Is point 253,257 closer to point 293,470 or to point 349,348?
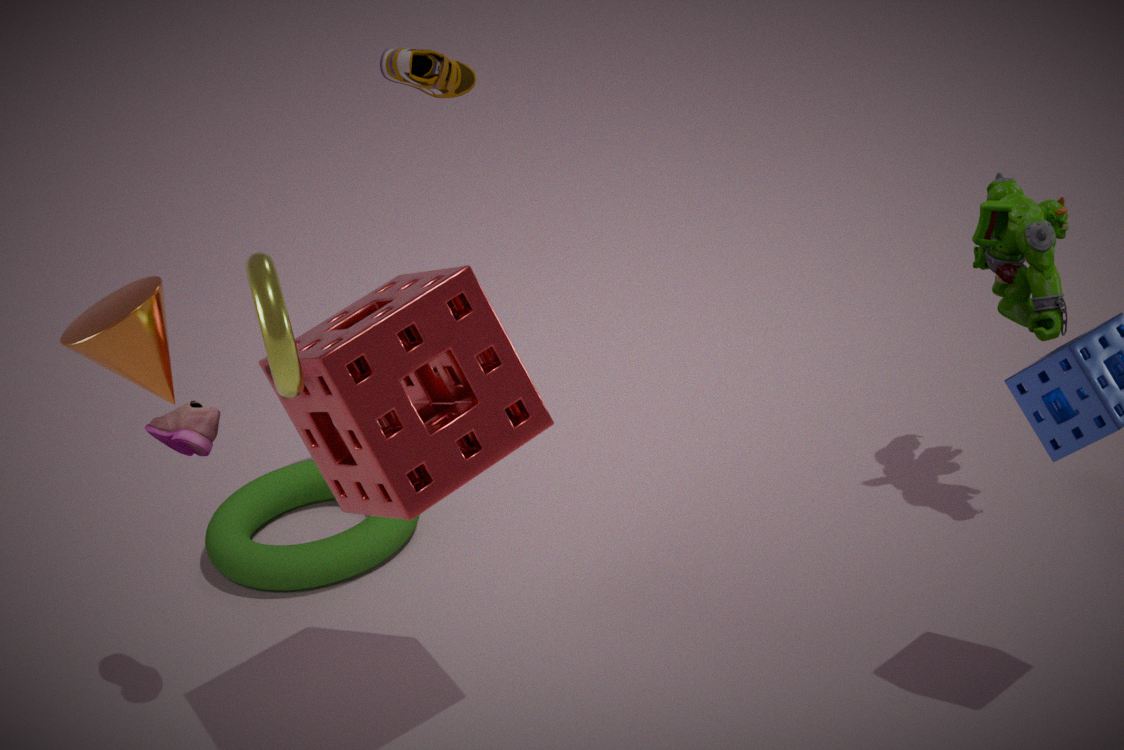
point 349,348
